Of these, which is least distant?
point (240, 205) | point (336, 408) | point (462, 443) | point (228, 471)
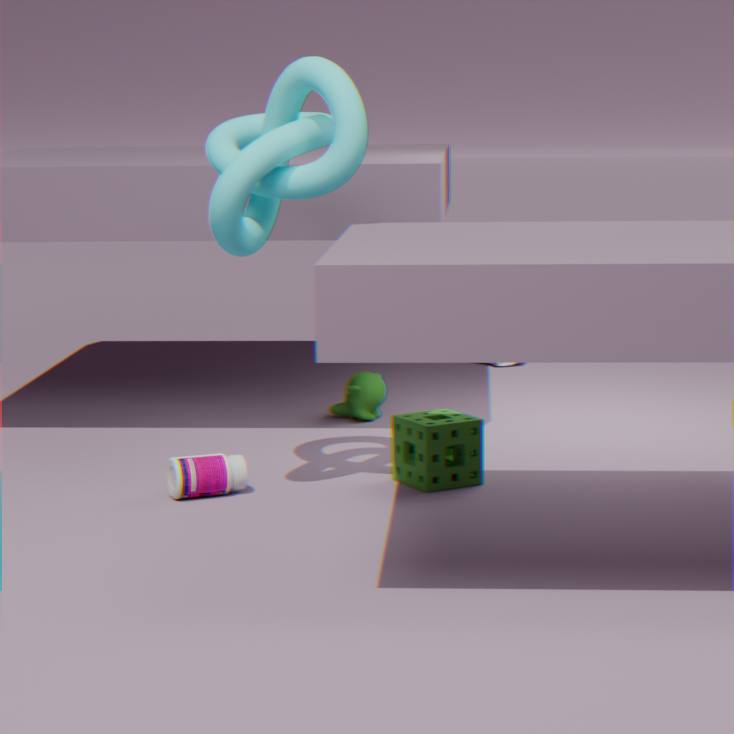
point (240, 205)
